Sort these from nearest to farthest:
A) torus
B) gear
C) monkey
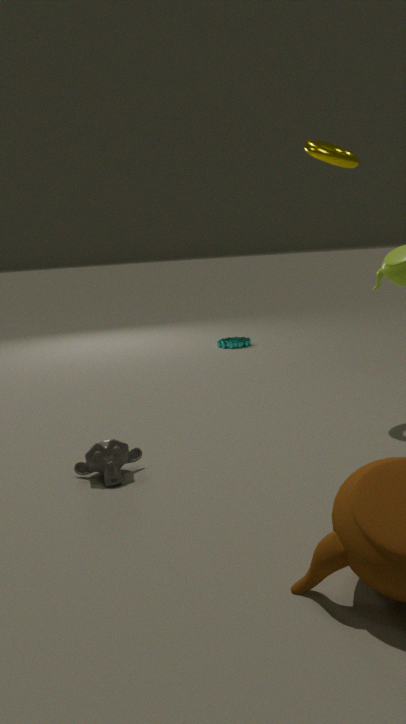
monkey
torus
gear
